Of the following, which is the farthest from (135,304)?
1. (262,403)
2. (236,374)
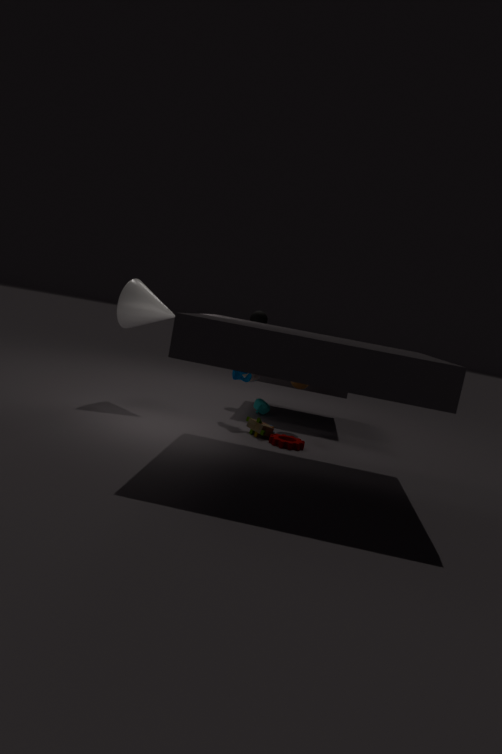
(262,403)
